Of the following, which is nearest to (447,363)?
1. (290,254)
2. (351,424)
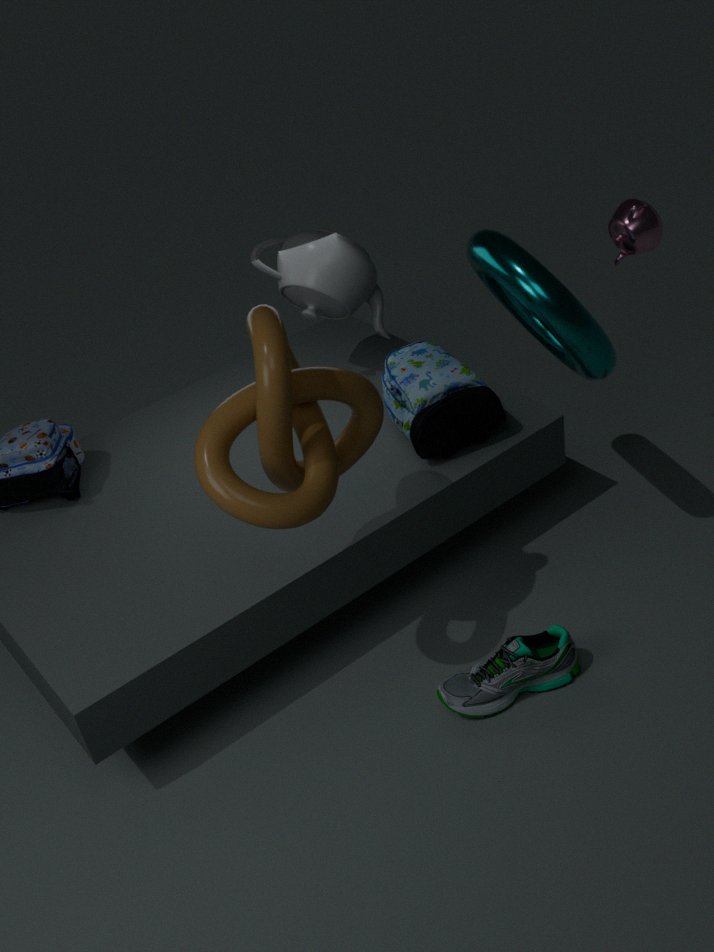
(290,254)
